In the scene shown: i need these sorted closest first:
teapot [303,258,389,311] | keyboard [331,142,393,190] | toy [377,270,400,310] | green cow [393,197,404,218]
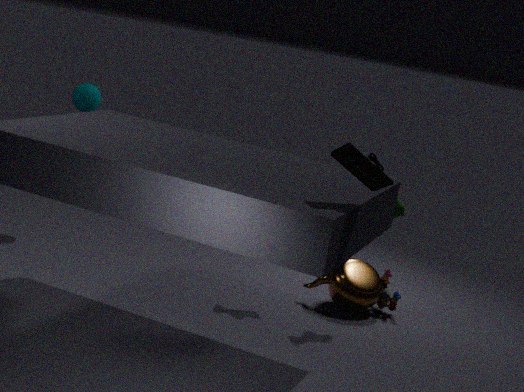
keyboard [331,142,393,190] < green cow [393,197,404,218] < teapot [303,258,389,311] < toy [377,270,400,310]
